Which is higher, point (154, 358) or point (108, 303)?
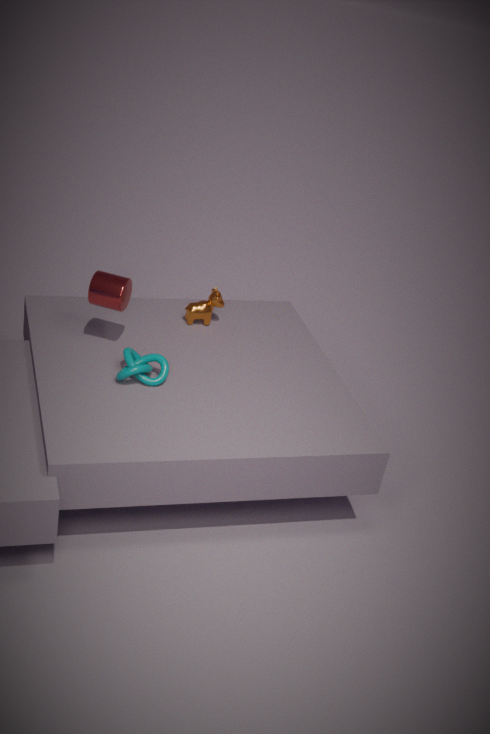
point (108, 303)
